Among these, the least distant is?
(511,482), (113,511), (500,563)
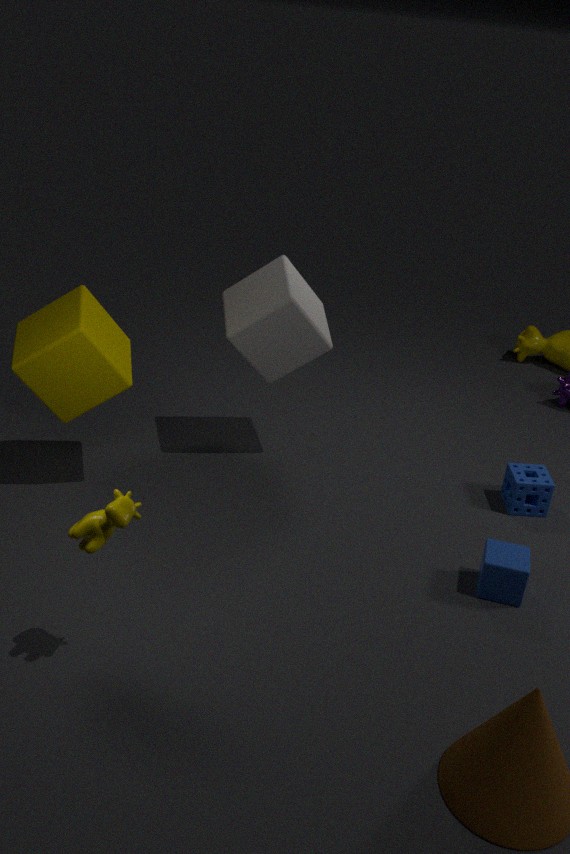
(113,511)
